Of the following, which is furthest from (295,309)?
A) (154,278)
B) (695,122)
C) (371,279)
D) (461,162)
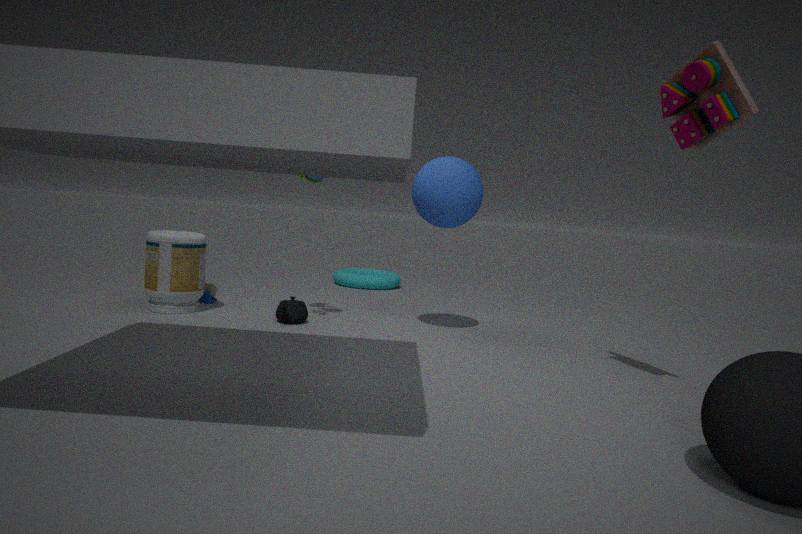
(695,122)
